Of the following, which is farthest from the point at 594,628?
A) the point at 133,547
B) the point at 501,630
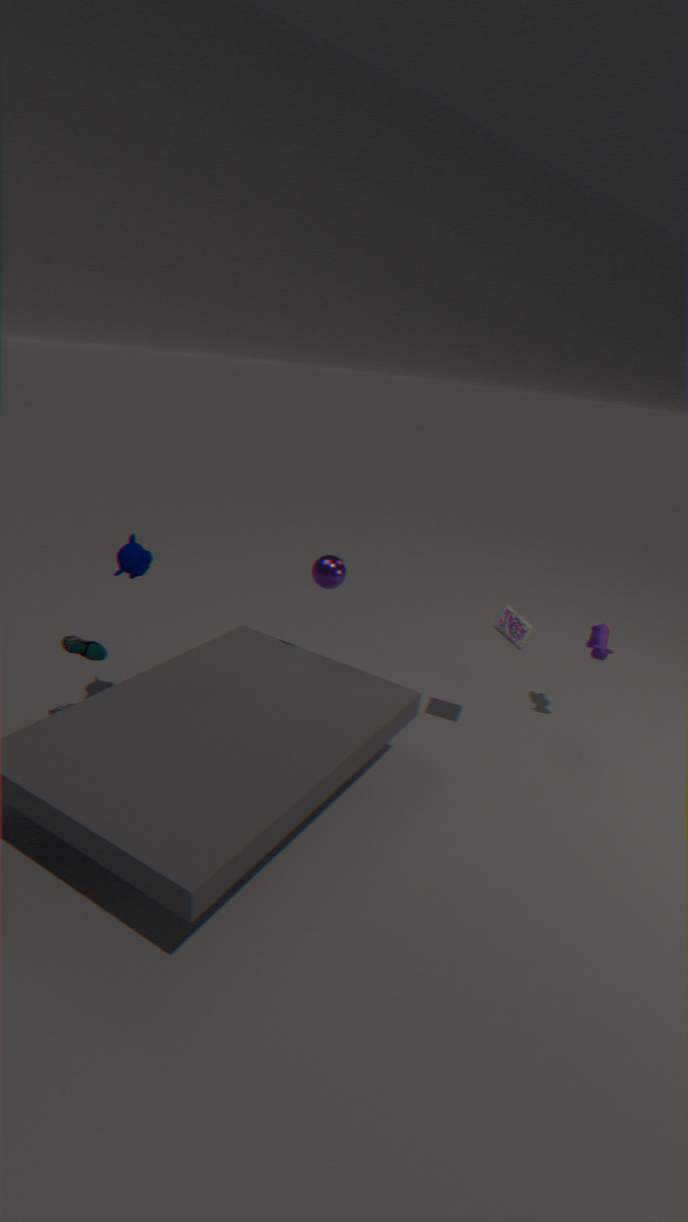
the point at 133,547
